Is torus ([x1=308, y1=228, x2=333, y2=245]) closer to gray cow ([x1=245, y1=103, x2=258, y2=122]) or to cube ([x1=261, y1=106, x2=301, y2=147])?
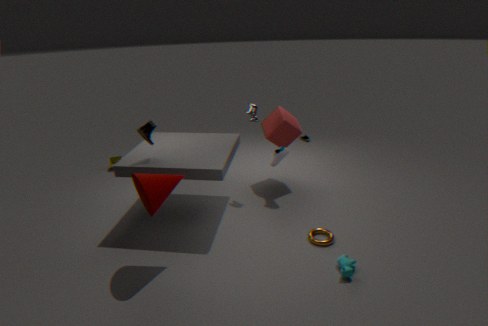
cube ([x1=261, y1=106, x2=301, y2=147])
